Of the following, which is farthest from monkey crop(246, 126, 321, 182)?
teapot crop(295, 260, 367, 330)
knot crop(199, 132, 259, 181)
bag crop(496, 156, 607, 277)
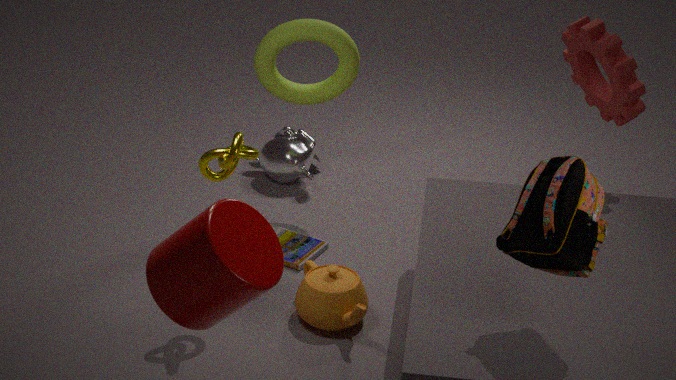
bag crop(496, 156, 607, 277)
